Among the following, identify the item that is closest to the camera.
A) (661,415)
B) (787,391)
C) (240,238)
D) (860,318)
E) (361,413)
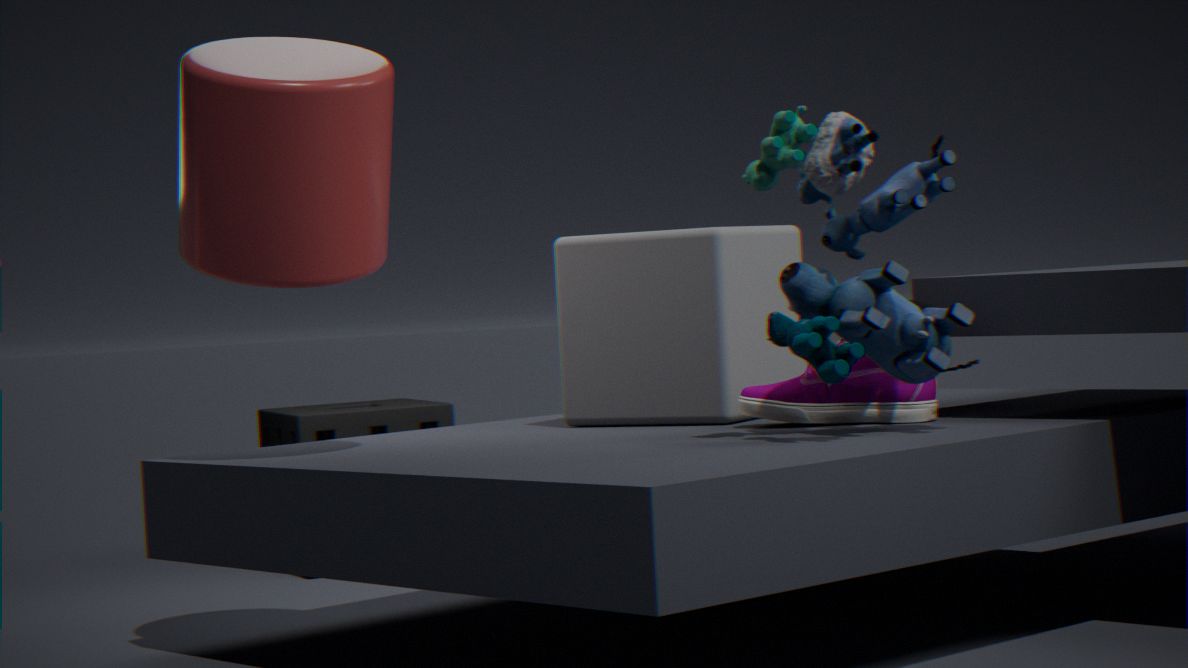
(860,318)
